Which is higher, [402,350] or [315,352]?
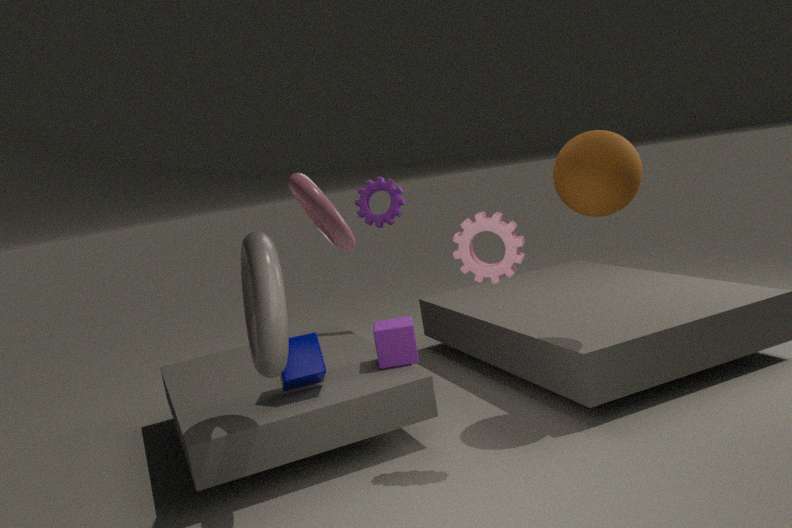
[315,352]
